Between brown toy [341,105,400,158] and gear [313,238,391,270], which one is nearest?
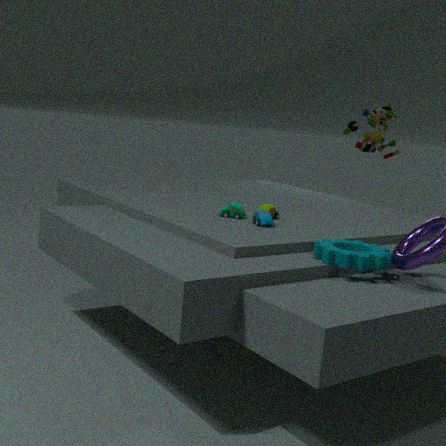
gear [313,238,391,270]
